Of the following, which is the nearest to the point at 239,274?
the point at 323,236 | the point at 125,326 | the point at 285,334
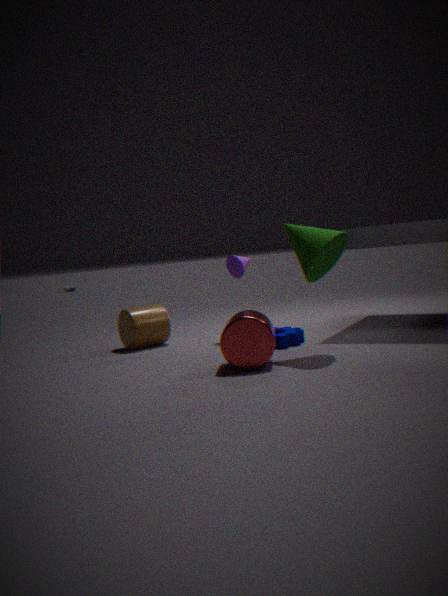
the point at 285,334
